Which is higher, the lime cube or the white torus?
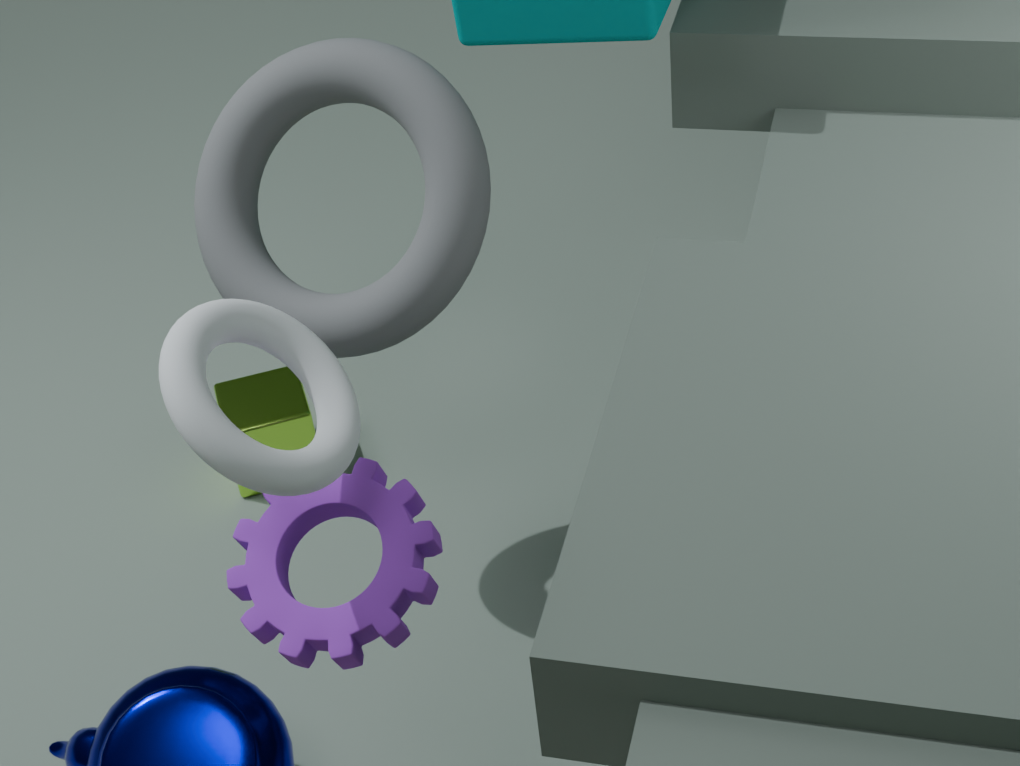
the white torus
